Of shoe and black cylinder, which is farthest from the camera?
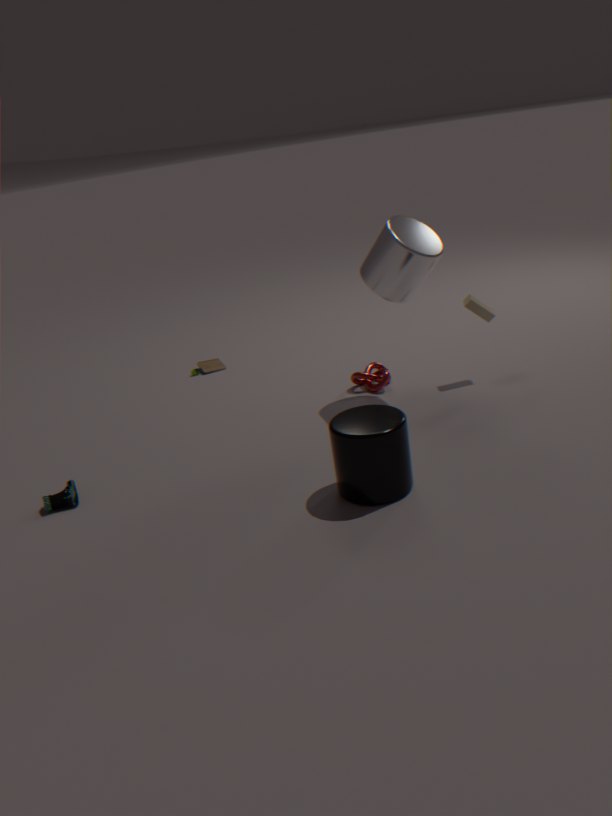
shoe
